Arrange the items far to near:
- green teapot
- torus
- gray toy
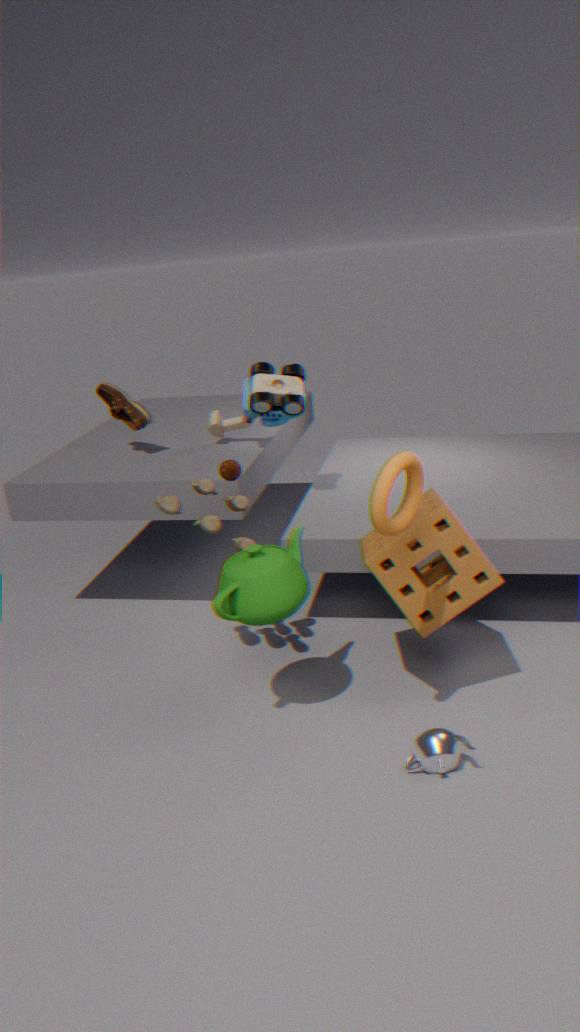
gray toy < green teapot < torus
